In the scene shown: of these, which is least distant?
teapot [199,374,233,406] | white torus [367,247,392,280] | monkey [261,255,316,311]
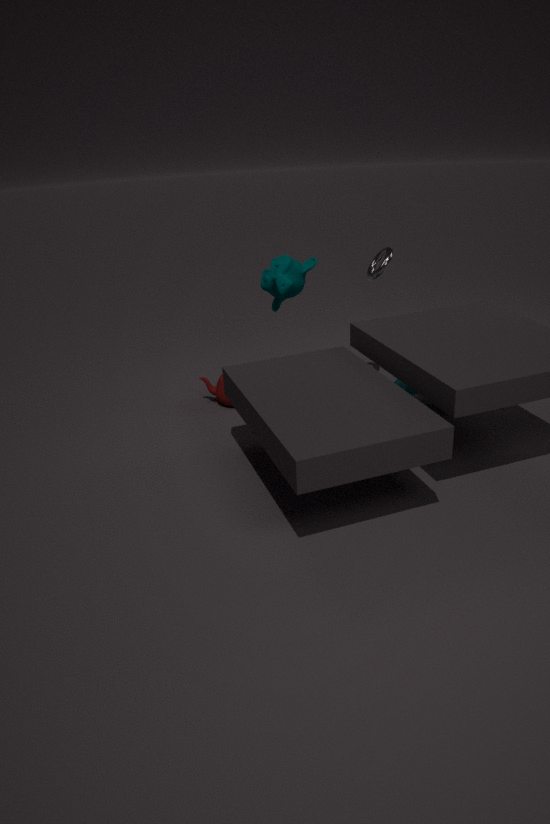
white torus [367,247,392,280]
